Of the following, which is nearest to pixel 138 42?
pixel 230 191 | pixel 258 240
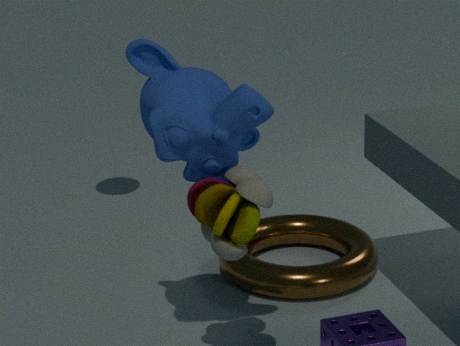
pixel 230 191
